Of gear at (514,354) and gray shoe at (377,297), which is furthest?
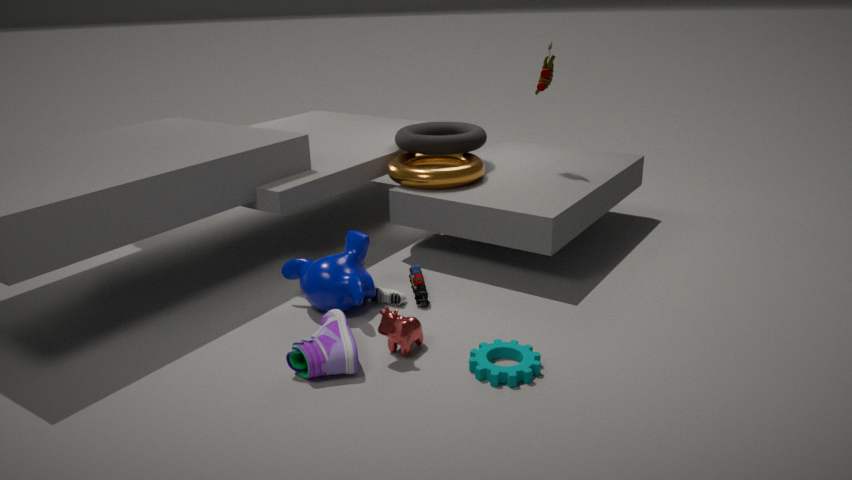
gray shoe at (377,297)
